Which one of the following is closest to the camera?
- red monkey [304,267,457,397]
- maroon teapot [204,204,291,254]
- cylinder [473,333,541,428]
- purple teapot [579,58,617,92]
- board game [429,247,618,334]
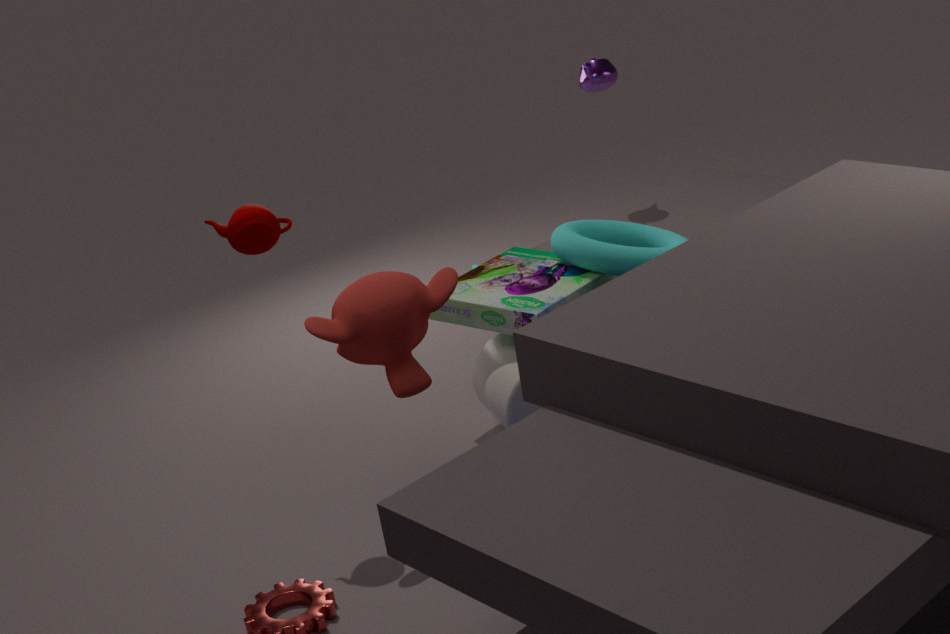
red monkey [304,267,457,397]
